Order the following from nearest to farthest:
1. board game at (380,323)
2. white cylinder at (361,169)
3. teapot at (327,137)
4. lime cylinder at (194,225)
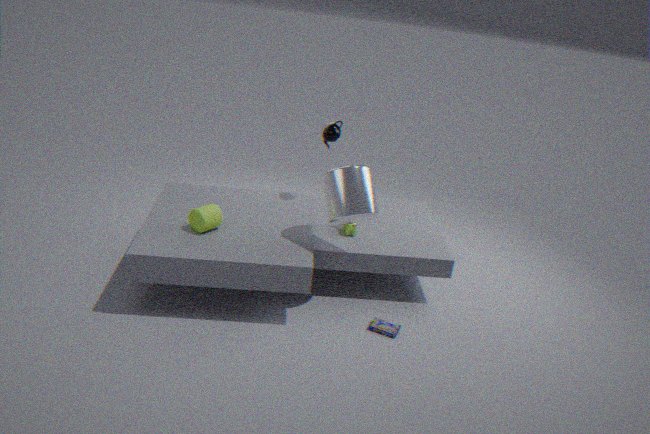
white cylinder at (361,169)
board game at (380,323)
lime cylinder at (194,225)
teapot at (327,137)
